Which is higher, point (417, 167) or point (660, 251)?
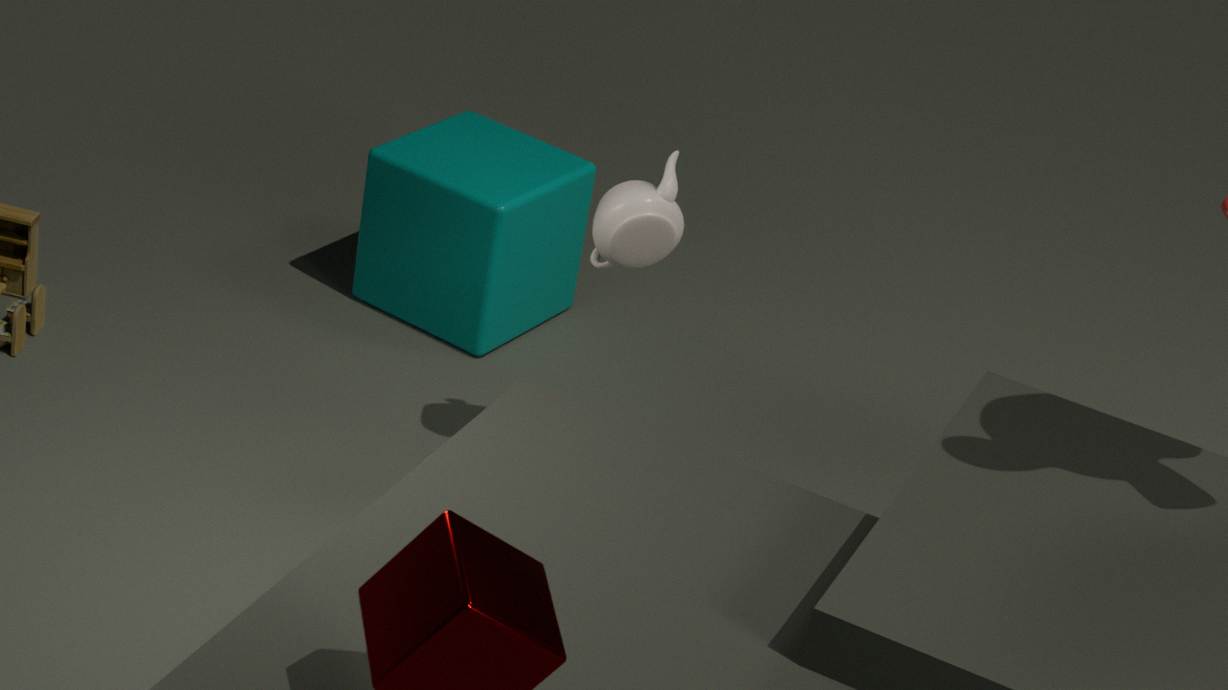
point (660, 251)
